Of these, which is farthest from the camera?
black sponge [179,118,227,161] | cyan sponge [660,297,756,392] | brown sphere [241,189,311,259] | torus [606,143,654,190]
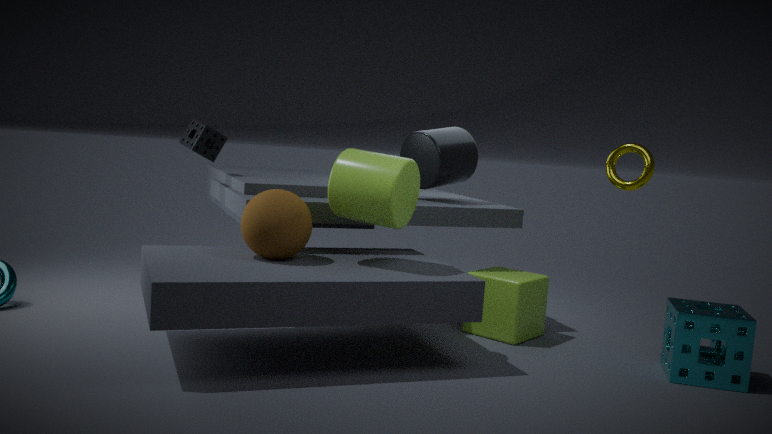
black sponge [179,118,227,161]
